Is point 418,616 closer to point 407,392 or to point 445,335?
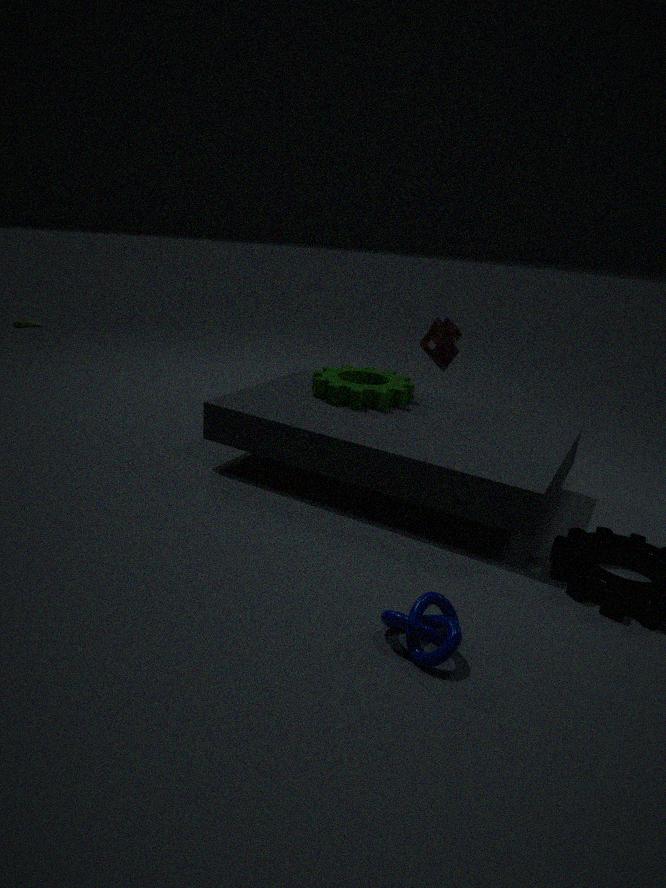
point 407,392
